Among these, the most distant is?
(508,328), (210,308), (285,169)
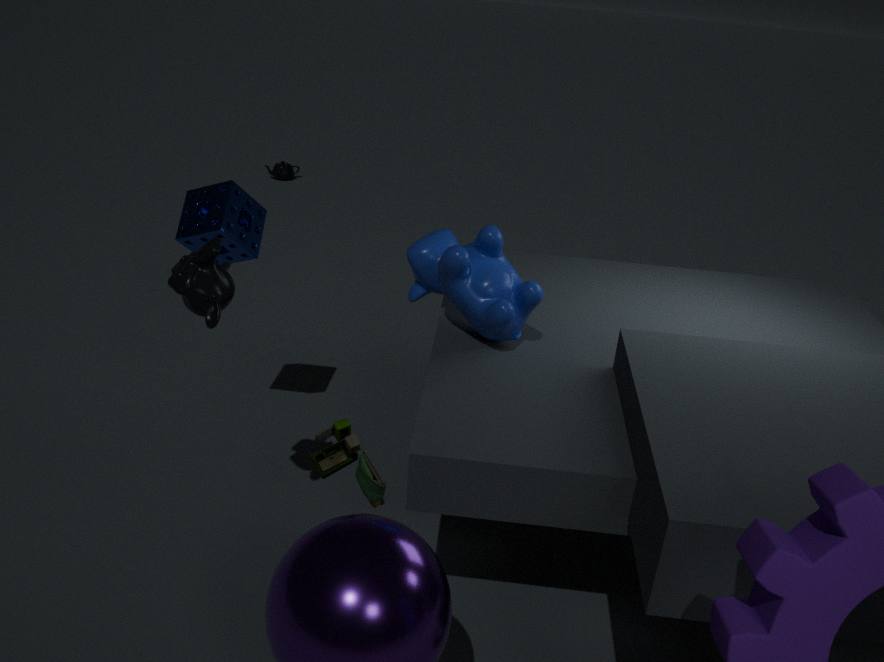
(285,169)
